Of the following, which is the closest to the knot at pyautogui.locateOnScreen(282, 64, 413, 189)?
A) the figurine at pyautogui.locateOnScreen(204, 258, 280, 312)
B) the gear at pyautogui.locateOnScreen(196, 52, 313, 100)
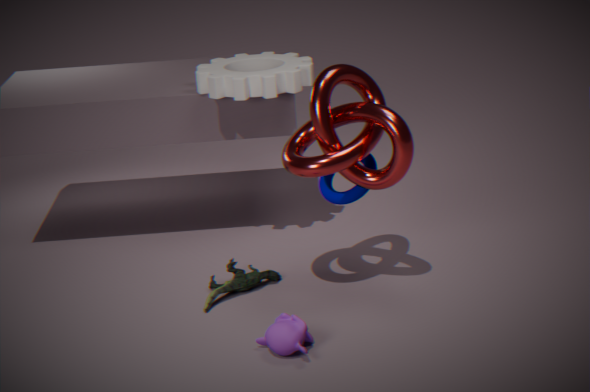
the gear at pyautogui.locateOnScreen(196, 52, 313, 100)
